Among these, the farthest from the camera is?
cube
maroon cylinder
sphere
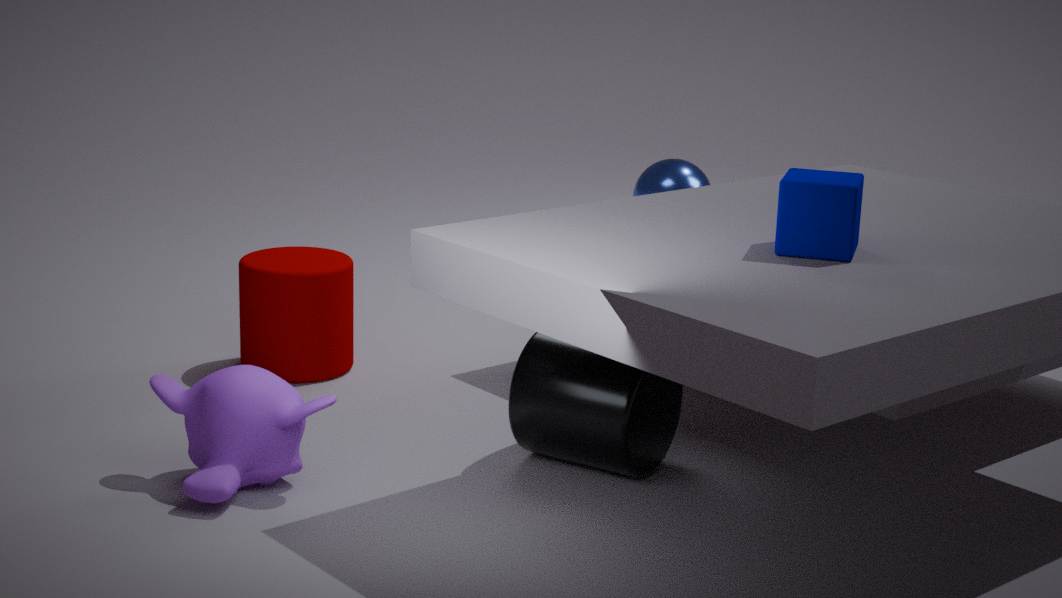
sphere
